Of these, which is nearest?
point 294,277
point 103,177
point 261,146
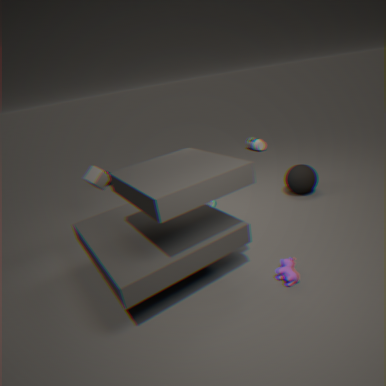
point 294,277
